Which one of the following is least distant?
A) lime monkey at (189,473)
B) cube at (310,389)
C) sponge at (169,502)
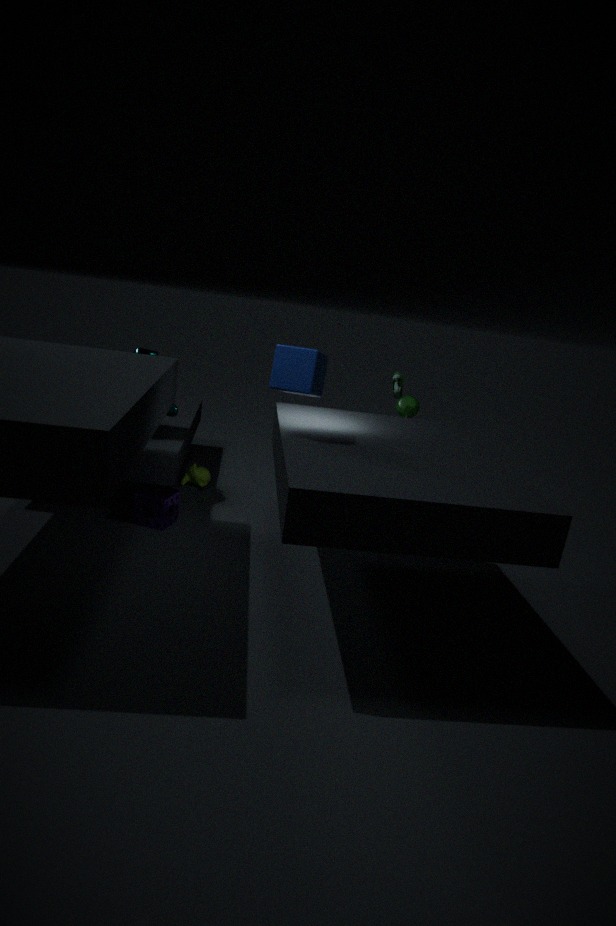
cube at (310,389)
